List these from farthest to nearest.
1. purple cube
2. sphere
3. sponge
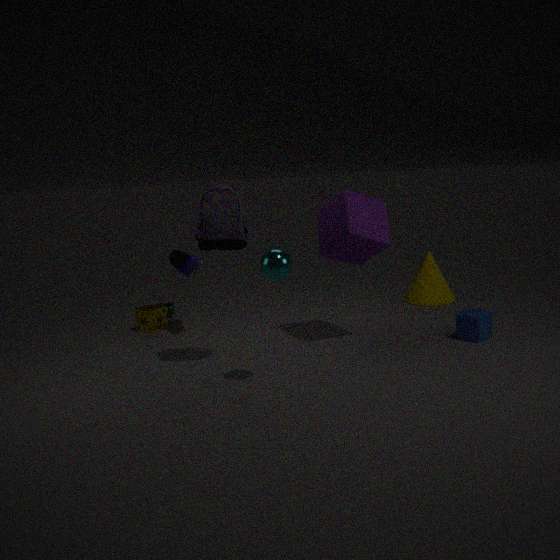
sponge
purple cube
sphere
